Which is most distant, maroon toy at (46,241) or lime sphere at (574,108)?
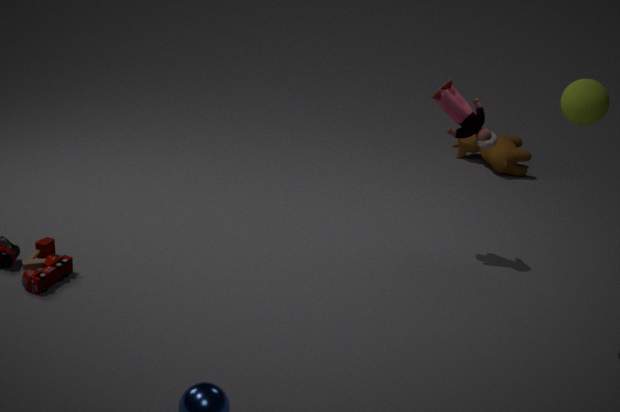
maroon toy at (46,241)
